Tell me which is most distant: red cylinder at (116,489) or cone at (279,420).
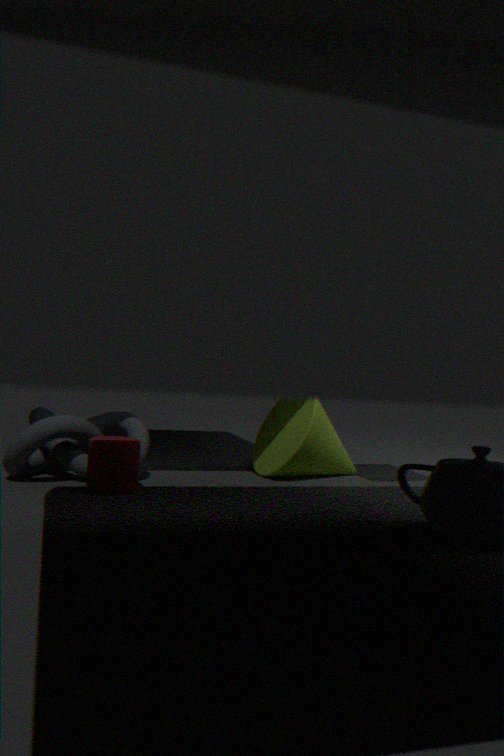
cone at (279,420)
